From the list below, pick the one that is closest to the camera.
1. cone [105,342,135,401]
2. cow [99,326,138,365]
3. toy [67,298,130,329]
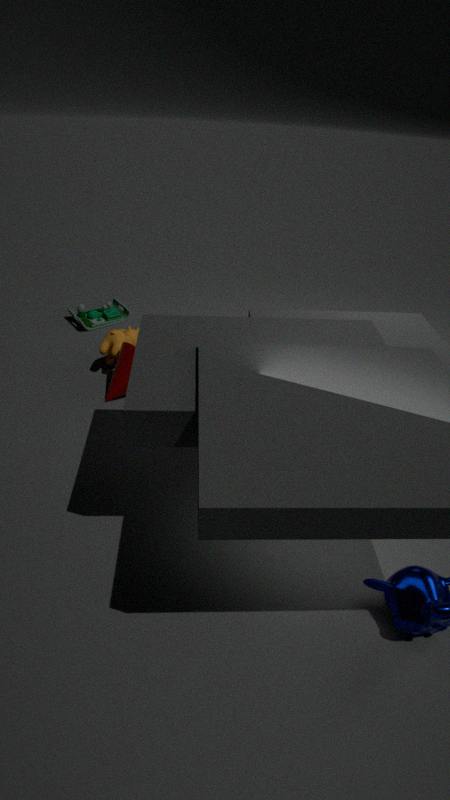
cone [105,342,135,401]
